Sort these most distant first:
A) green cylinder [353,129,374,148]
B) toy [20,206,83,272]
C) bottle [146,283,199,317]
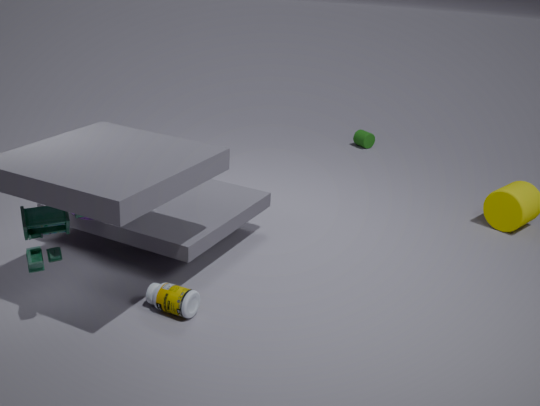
green cylinder [353,129,374,148] < bottle [146,283,199,317] < toy [20,206,83,272]
